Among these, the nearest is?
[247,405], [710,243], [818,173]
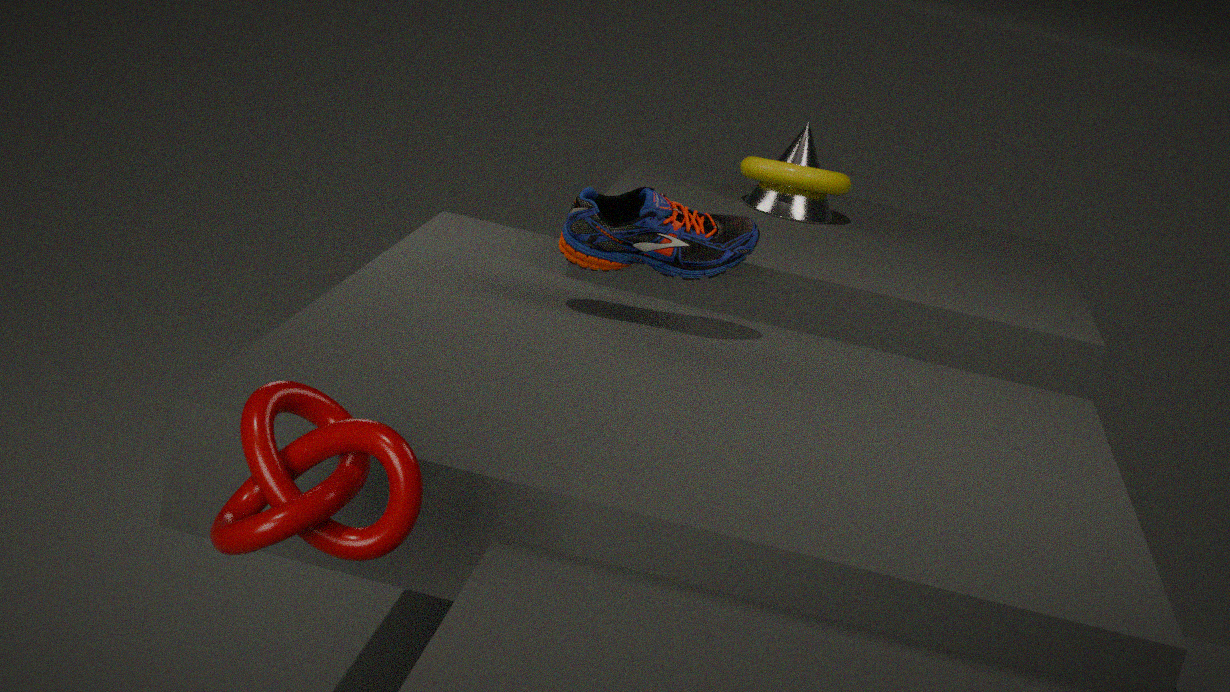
[247,405]
